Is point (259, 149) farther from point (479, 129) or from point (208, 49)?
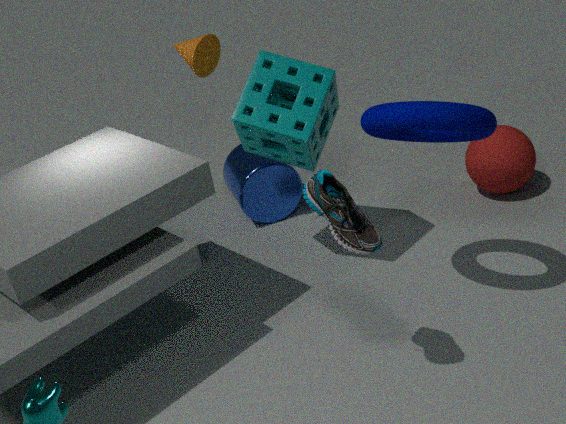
point (479, 129)
